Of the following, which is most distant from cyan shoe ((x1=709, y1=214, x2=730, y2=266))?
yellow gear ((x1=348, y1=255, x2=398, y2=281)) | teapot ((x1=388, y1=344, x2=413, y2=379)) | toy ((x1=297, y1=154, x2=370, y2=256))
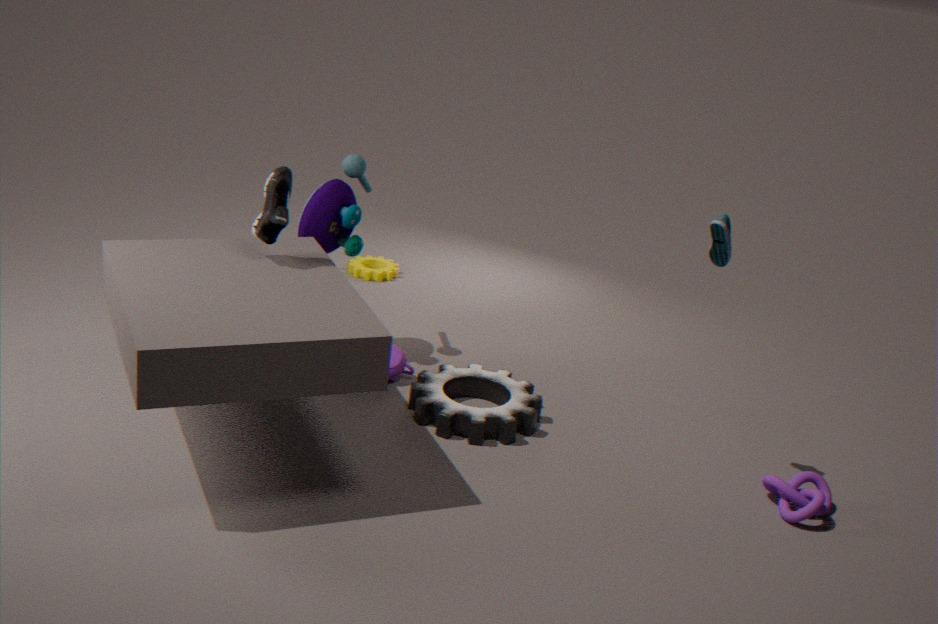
yellow gear ((x1=348, y1=255, x2=398, y2=281))
